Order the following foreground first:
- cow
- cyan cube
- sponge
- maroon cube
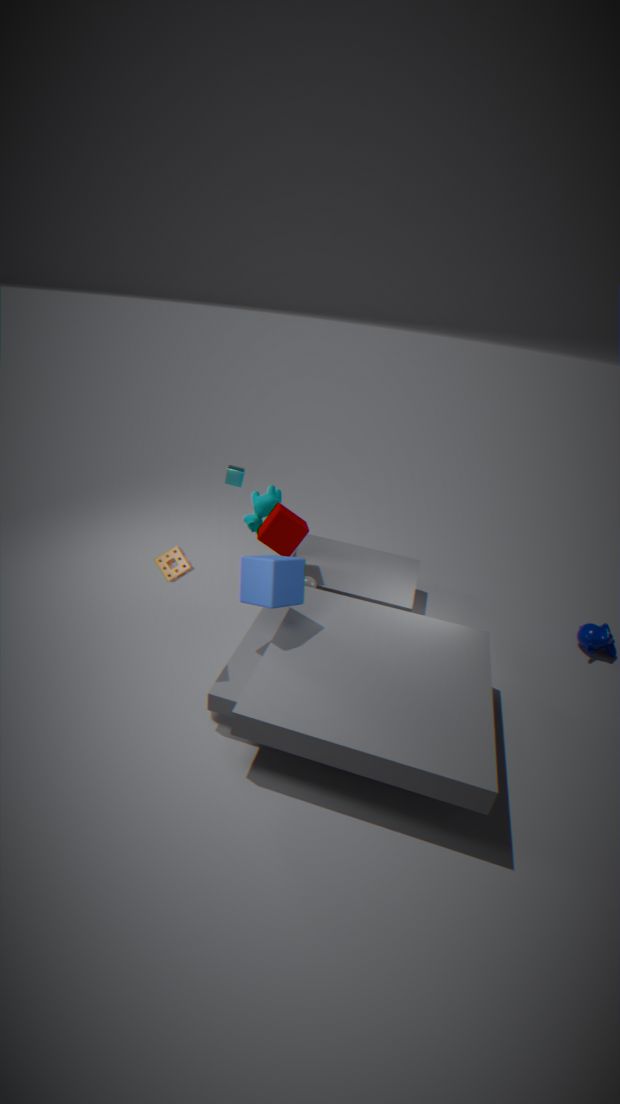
sponge, maroon cube, cow, cyan cube
